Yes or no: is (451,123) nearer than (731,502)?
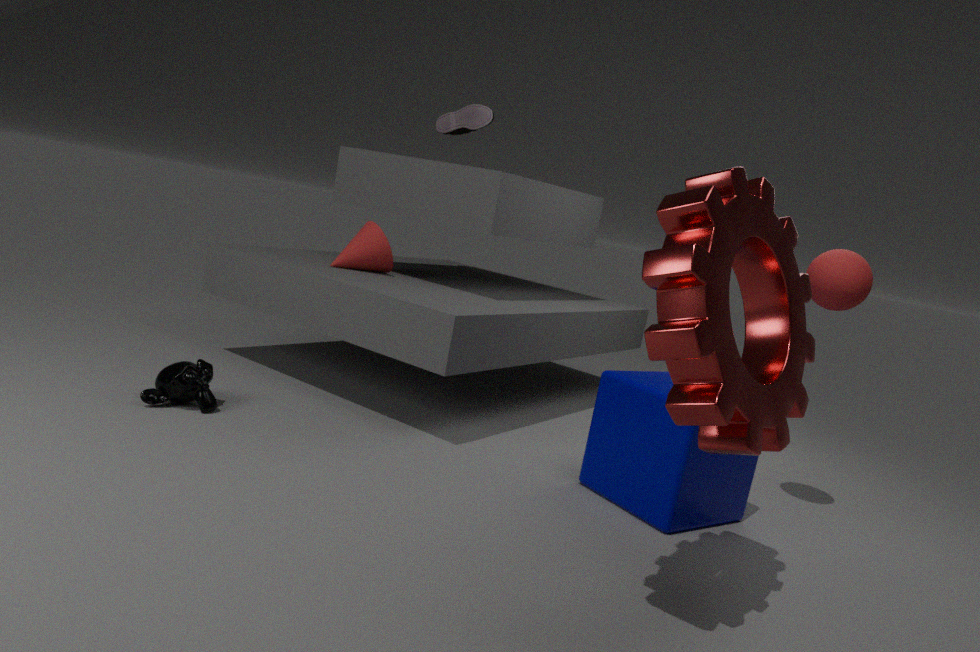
No
